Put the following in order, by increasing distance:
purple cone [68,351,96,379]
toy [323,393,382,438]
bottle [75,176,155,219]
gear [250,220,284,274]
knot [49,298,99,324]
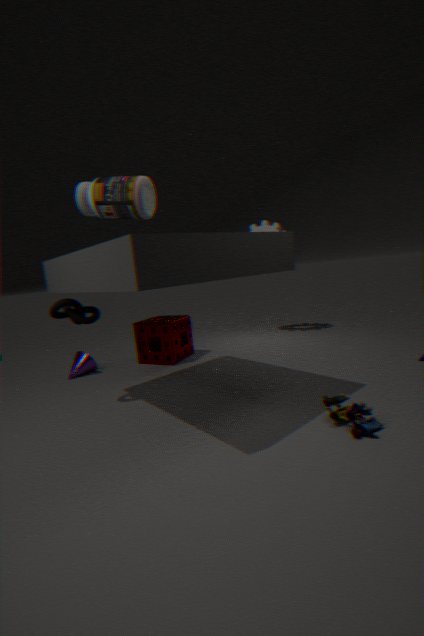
bottle [75,176,155,219] → toy [323,393,382,438] → knot [49,298,99,324] → purple cone [68,351,96,379] → gear [250,220,284,274]
